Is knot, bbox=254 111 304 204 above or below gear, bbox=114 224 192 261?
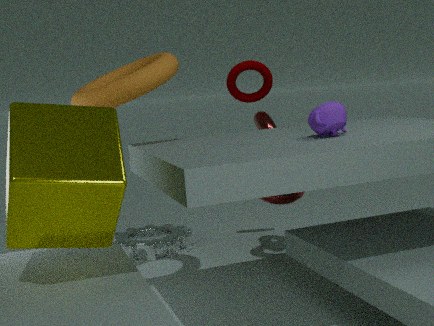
above
